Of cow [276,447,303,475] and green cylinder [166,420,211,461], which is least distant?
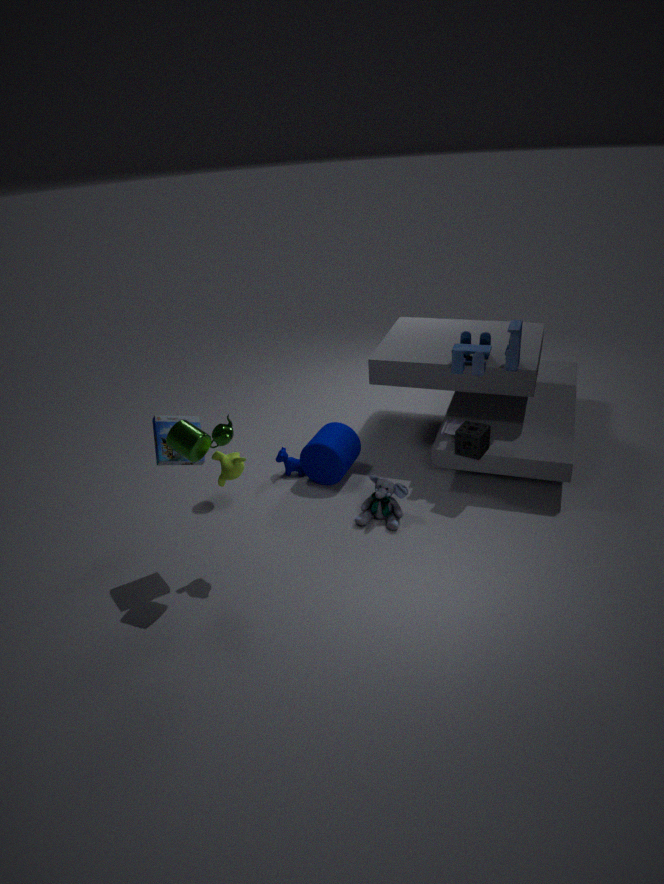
green cylinder [166,420,211,461]
